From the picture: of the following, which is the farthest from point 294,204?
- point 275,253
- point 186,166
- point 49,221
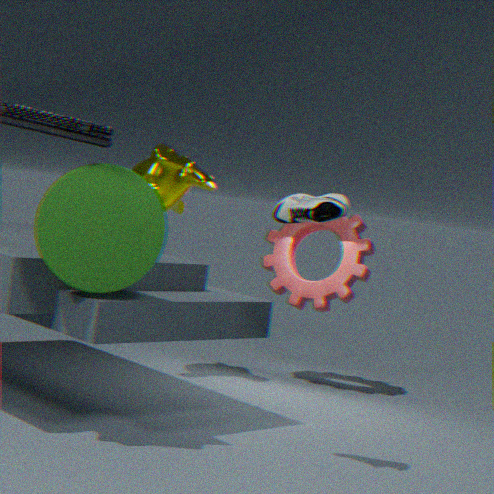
point 275,253
